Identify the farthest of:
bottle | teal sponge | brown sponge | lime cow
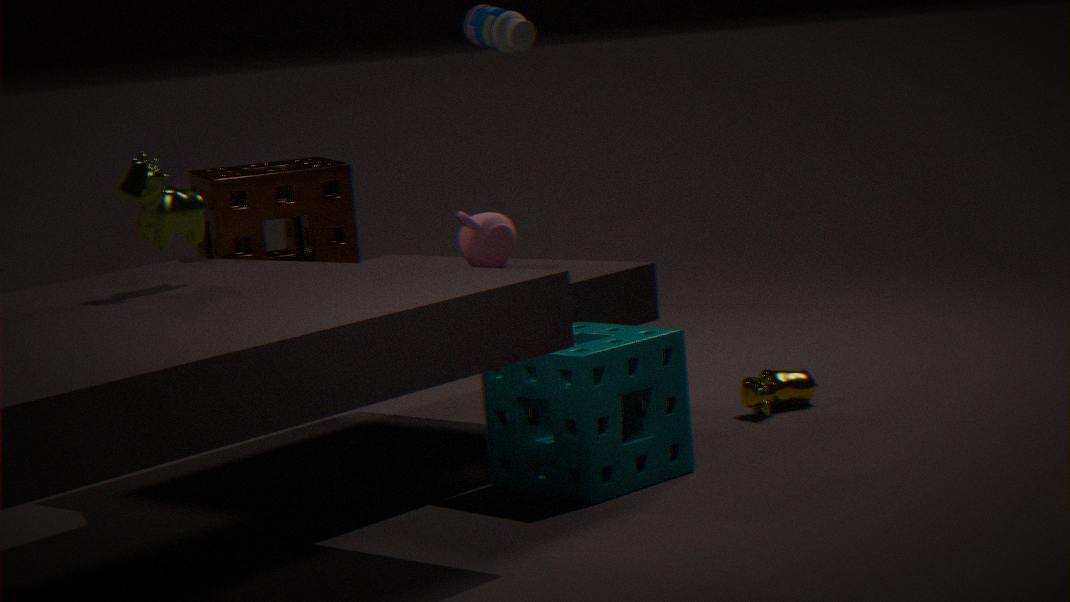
bottle
